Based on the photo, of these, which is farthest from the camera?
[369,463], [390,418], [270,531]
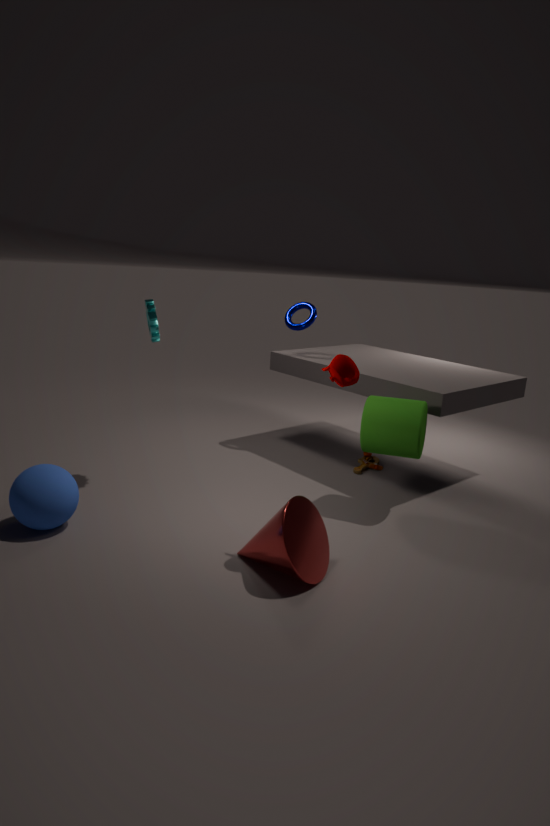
[369,463]
